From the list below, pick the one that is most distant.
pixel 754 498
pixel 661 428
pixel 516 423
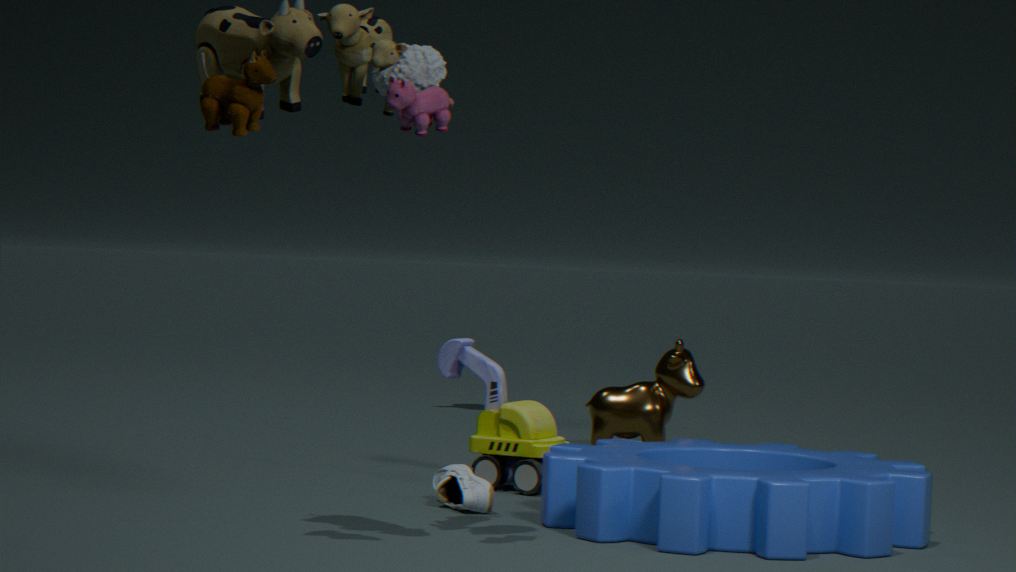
pixel 661 428
